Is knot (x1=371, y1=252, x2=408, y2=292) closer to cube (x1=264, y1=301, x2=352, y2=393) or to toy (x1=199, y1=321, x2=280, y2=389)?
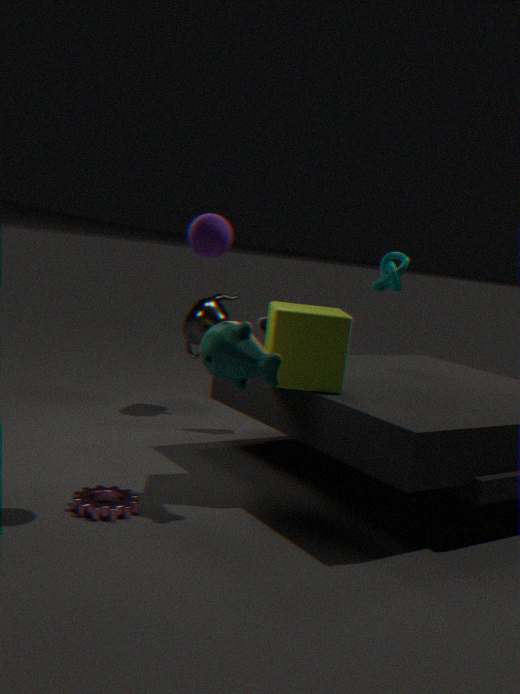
cube (x1=264, y1=301, x2=352, y2=393)
